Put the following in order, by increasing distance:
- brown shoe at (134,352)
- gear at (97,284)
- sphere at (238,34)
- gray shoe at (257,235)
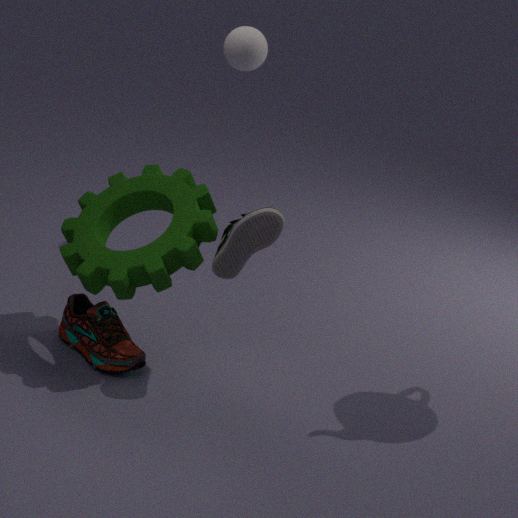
gray shoe at (257,235), gear at (97,284), brown shoe at (134,352), sphere at (238,34)
